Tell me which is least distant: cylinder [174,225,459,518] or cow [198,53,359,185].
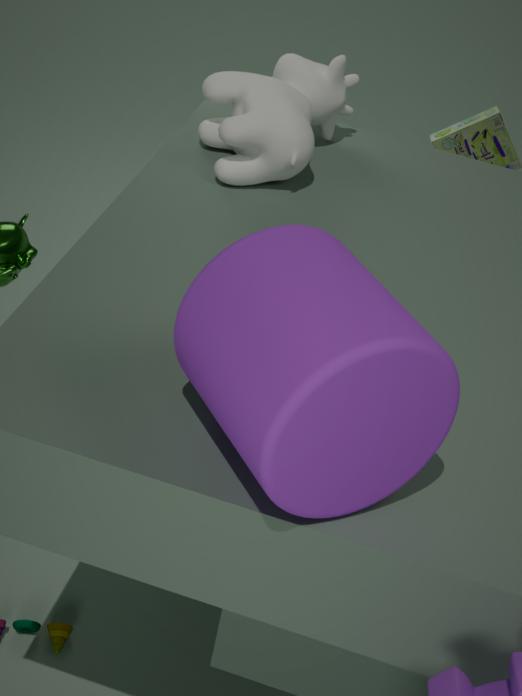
cylinder [174,225,459,518]
